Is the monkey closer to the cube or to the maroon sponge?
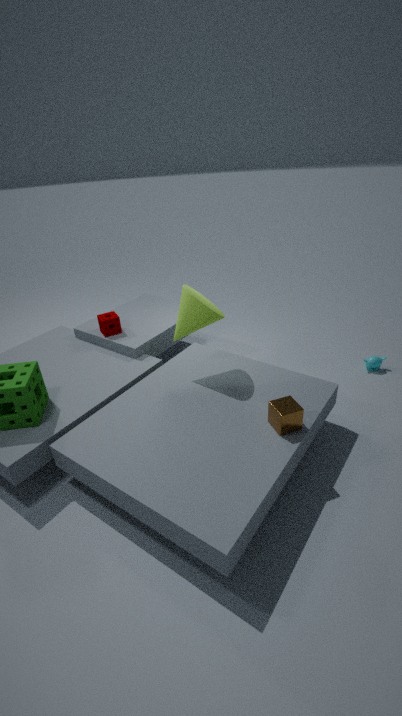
the cube
